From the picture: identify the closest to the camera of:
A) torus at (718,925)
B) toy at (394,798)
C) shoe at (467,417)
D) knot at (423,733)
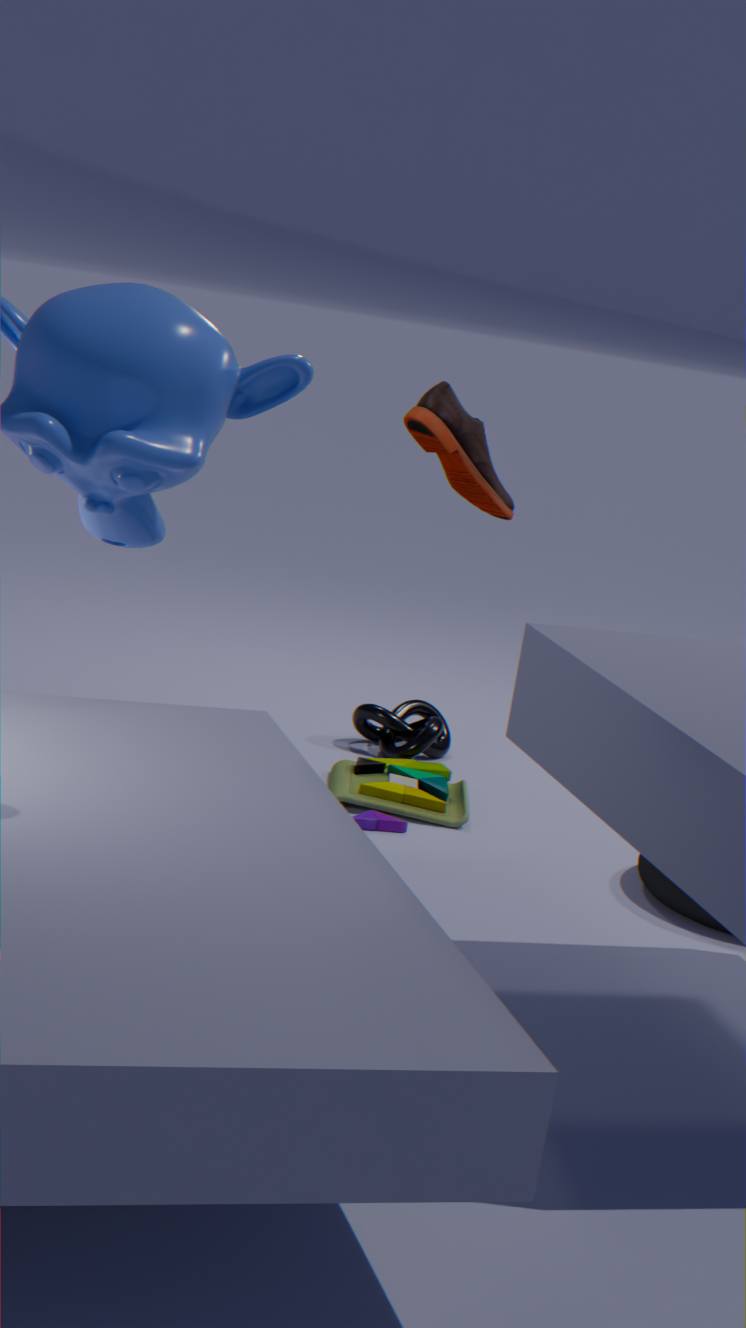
shoe at (467,417)
